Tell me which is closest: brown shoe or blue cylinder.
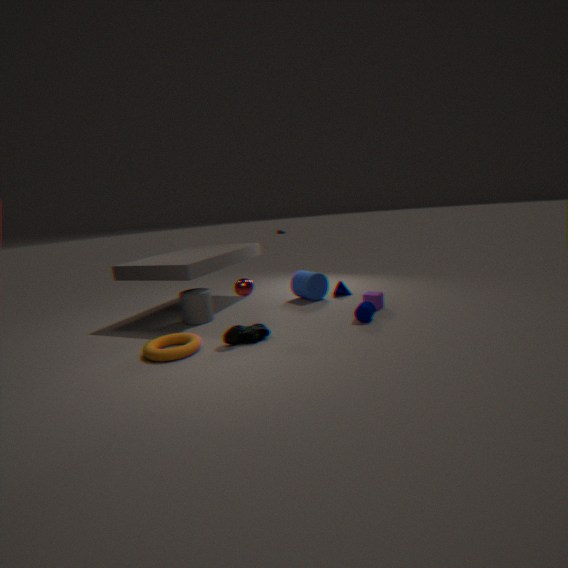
brown shoe
